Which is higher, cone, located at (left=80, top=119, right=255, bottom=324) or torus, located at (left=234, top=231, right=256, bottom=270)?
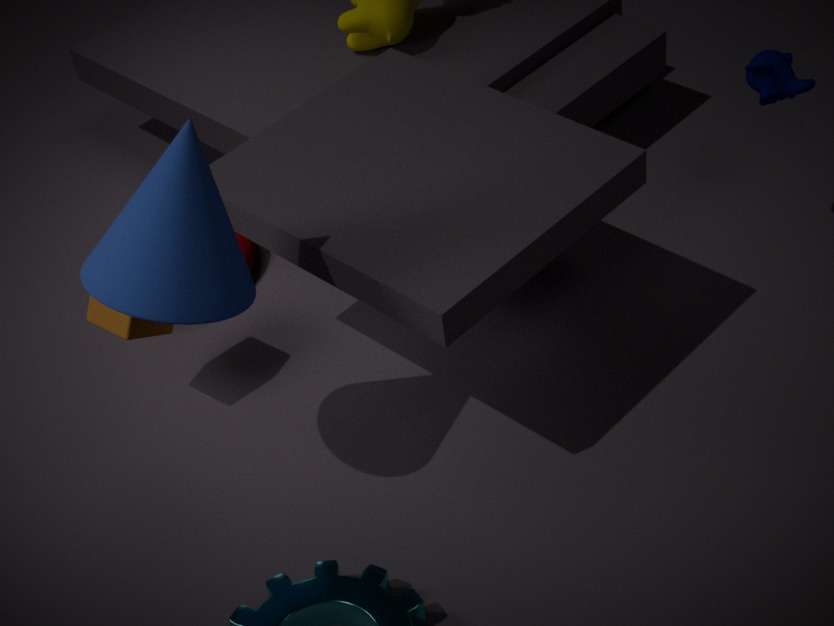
cone, located at (left=80, top=119, right=255, bottom=324)
